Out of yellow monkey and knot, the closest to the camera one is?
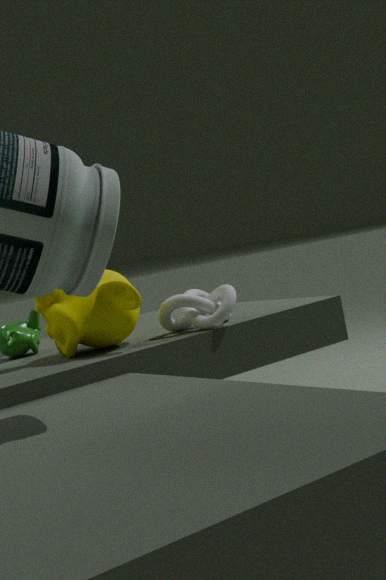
yellow monkey
